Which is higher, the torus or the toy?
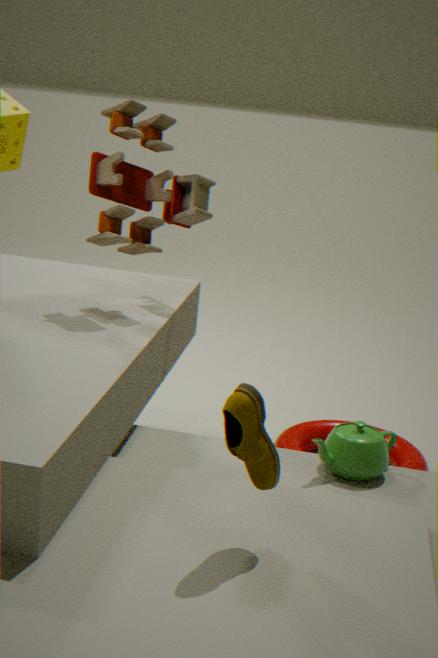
the toy
